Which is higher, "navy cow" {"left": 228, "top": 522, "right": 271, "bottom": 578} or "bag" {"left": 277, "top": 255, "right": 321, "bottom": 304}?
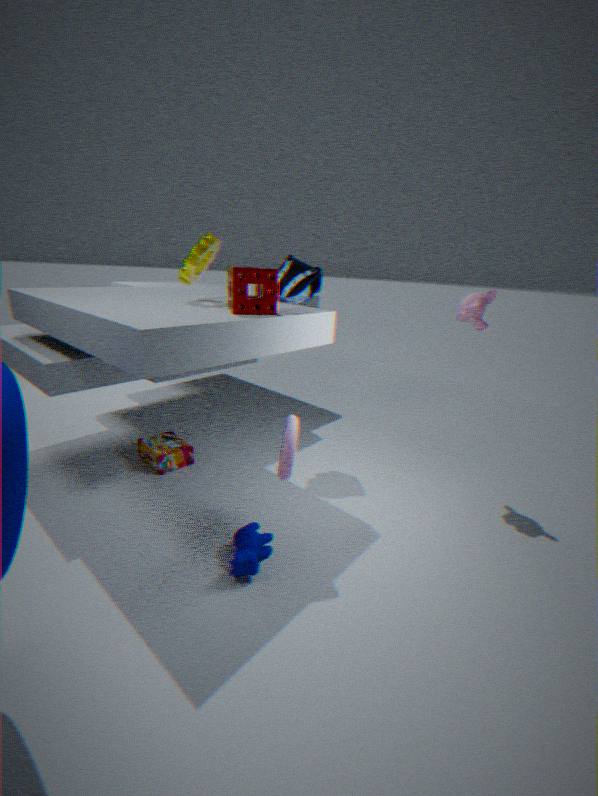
"bag" {"left": 277, "top": 255, "right": 321, "bottom": 304}
